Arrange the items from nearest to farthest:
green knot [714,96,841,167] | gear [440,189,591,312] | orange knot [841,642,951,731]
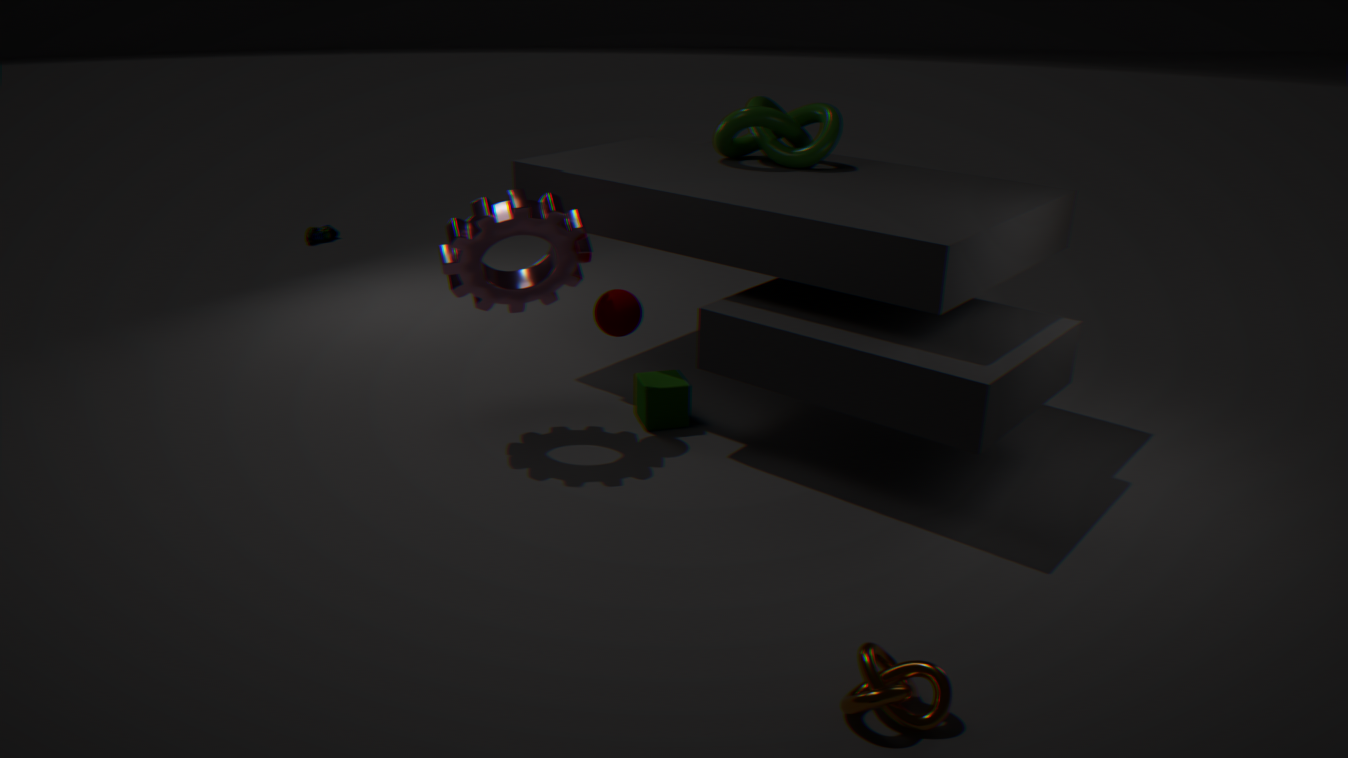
1. orange knot [841,642,951,731]
2. gear [440,189,591,312]
3. green knot [714,96,841,167]
